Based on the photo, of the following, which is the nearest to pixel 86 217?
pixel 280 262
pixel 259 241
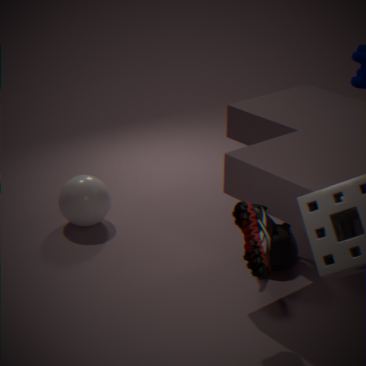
pixel 280 262
